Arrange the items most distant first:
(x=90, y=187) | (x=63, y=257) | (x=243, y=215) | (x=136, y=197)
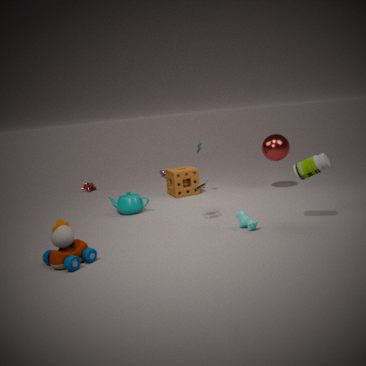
(x=90, y=187) < (x=136, y=197) < (x=243, y=215) < (x=63, y=257)
